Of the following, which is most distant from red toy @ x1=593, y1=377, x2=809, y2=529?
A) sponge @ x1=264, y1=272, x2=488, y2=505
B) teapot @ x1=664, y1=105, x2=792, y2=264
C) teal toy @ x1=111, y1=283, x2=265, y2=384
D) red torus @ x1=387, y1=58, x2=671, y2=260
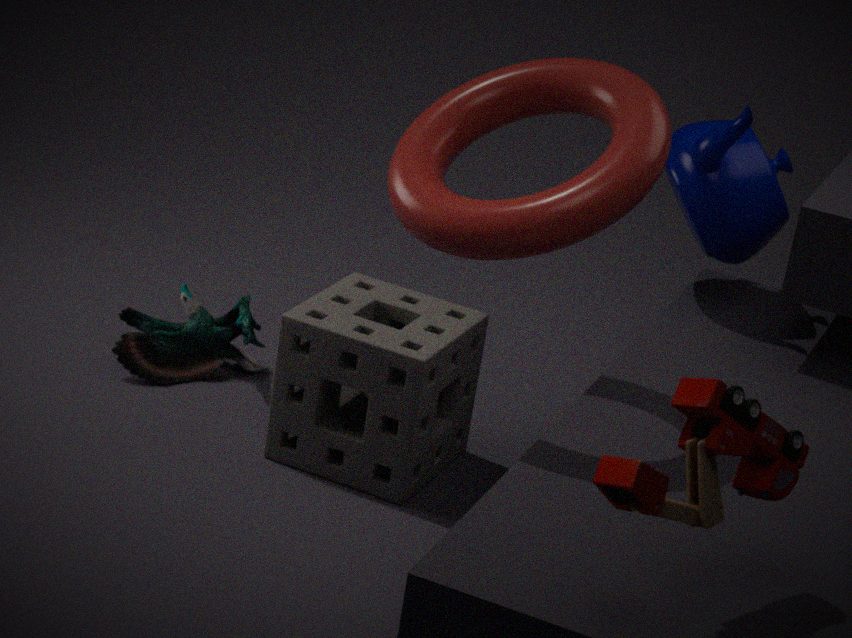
teal toy @ x1=111, y1=283, x2=265, y2=384
